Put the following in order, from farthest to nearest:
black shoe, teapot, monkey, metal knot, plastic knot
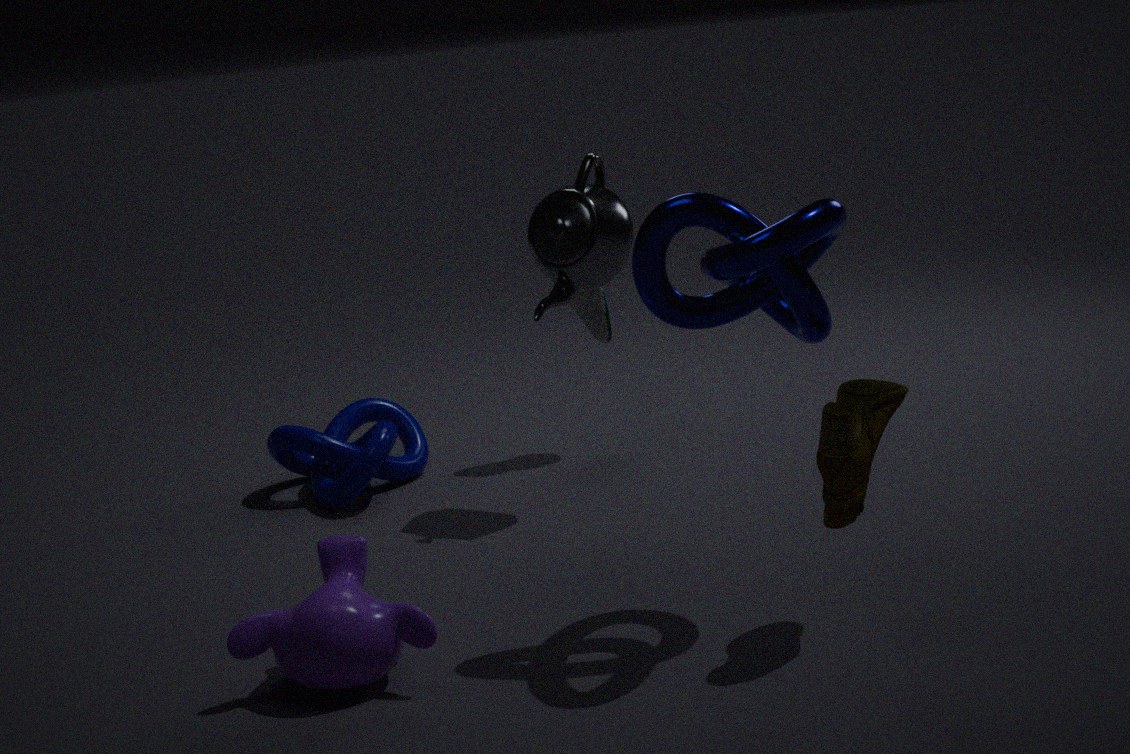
black shoe → plastic knot → teapot → monkey → metal knot
